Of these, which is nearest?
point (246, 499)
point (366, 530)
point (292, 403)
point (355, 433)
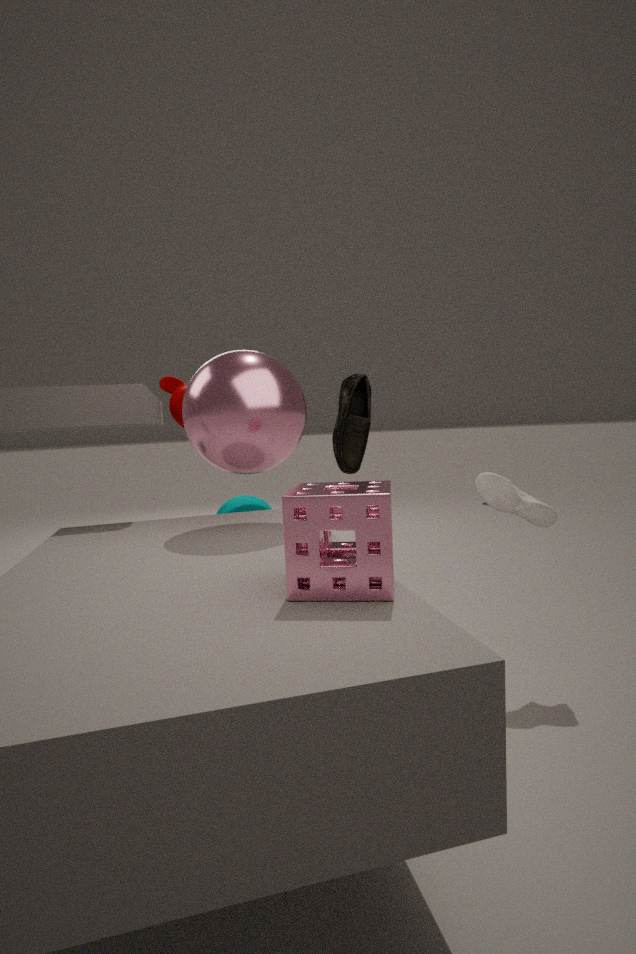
point (366, 530)
